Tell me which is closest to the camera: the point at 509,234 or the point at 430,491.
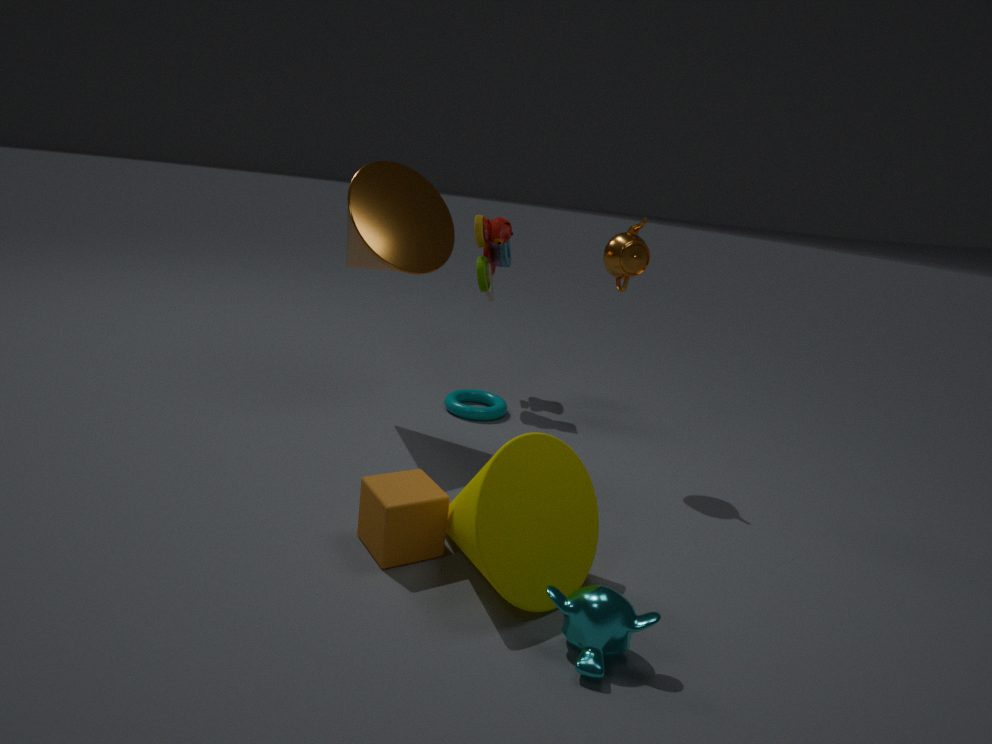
the point at 430,491
